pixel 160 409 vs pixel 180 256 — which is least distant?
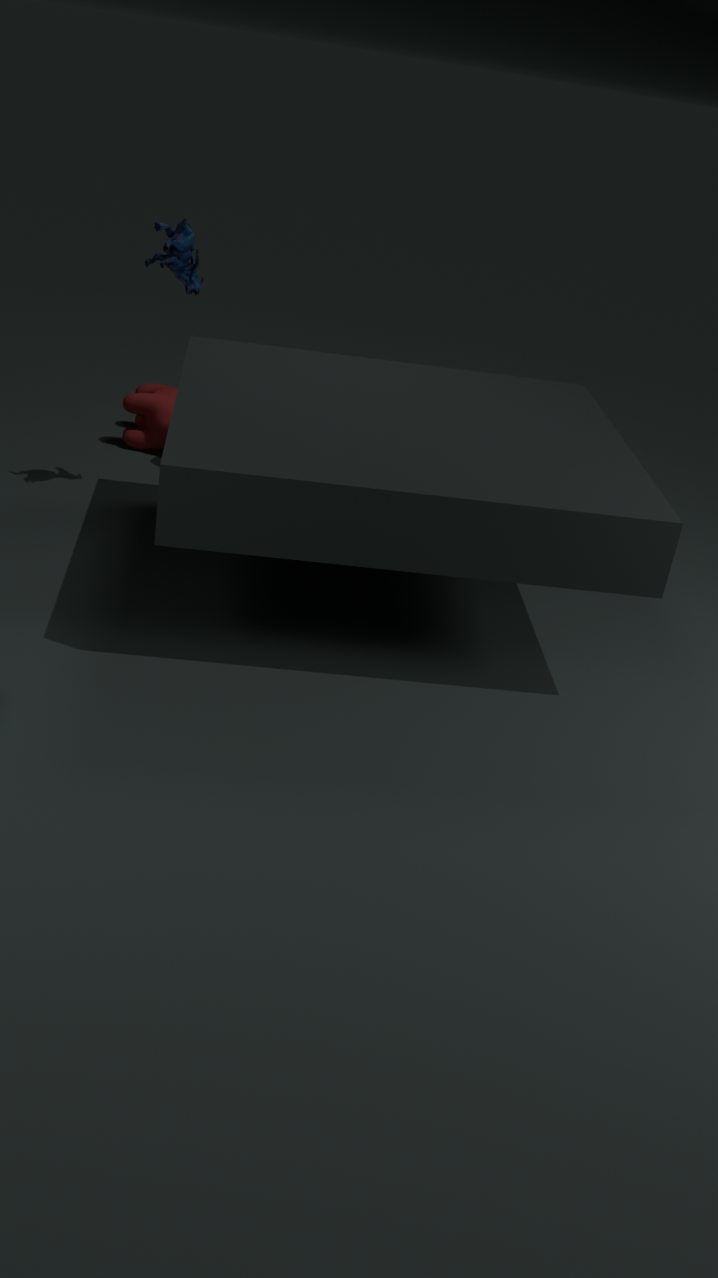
pixel 180 256
